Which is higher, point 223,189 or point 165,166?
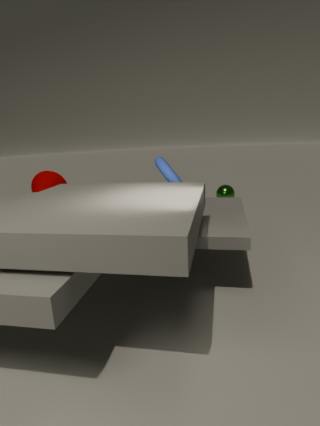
point 165,166
